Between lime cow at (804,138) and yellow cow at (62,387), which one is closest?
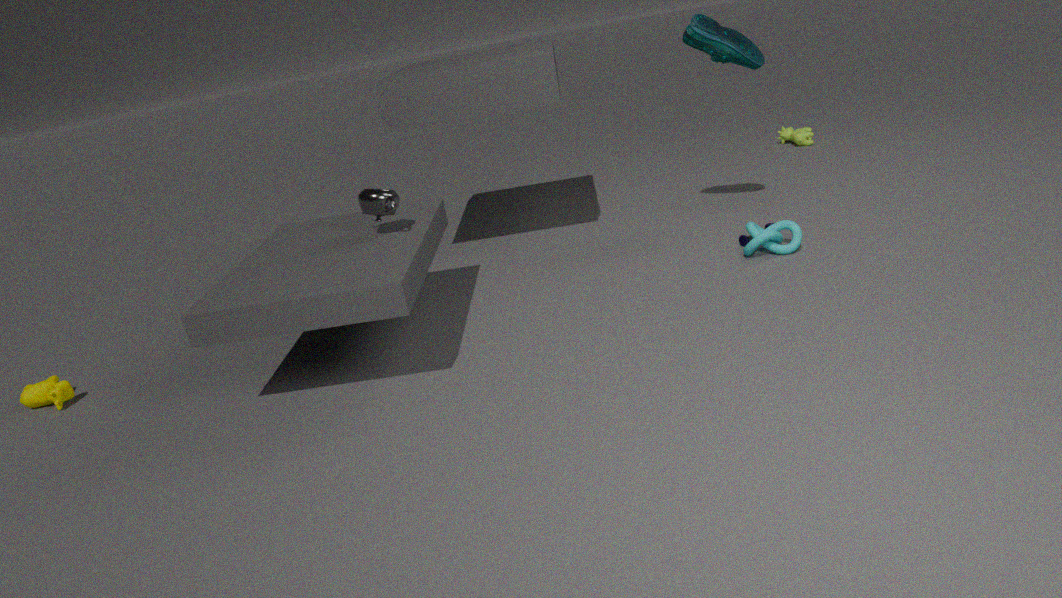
yellow cow at (62,387)
